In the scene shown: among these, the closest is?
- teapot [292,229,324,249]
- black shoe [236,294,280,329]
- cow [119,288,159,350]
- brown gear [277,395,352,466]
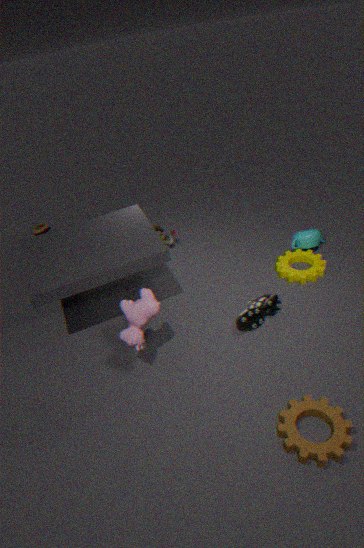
brown gear [277,395,352,466]
